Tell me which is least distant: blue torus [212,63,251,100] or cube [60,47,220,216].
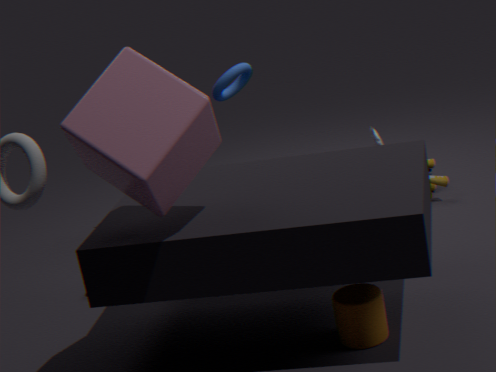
cube [60,47,220,216]
